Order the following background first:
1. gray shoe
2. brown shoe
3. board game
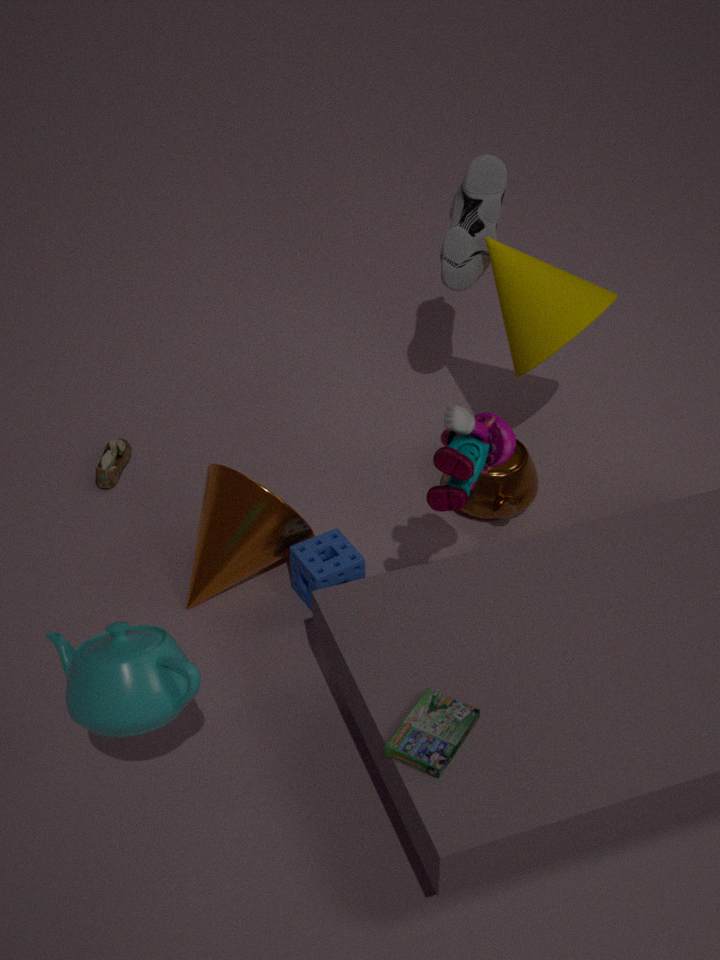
1. brown shoe
2. gray shoe
3. board game
